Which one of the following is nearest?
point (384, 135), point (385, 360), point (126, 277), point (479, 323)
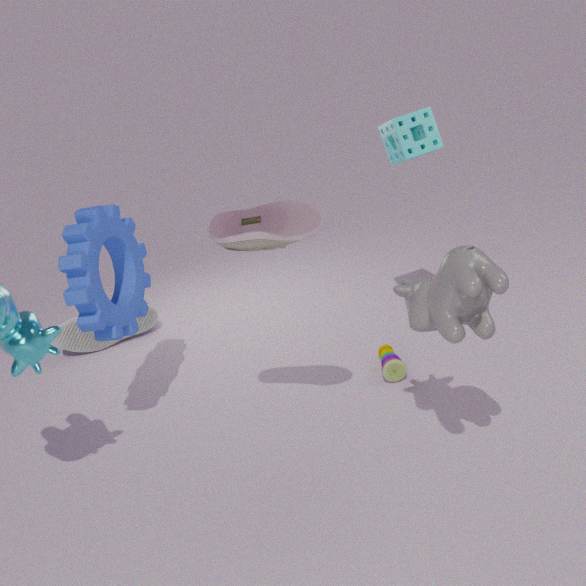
point (479, 323)
